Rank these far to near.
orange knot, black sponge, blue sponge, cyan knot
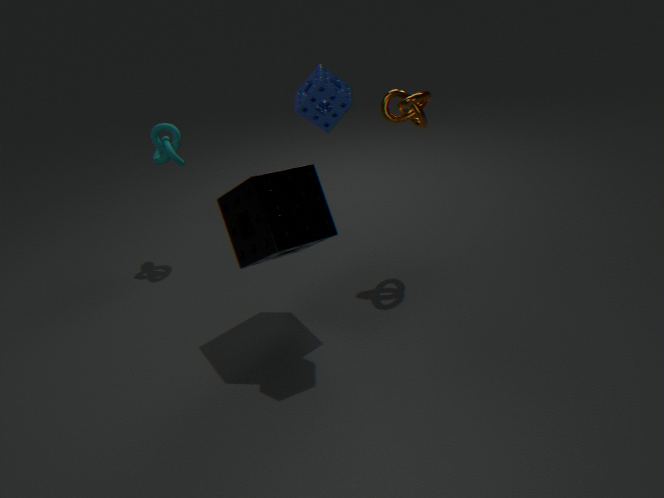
cyan knot < orange knot < black sponge < blue sponge
